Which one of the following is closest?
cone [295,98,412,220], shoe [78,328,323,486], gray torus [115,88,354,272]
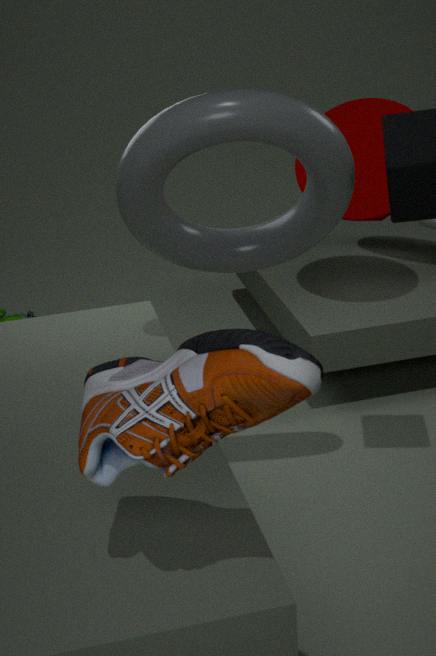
shoe [78,328,323,486]
